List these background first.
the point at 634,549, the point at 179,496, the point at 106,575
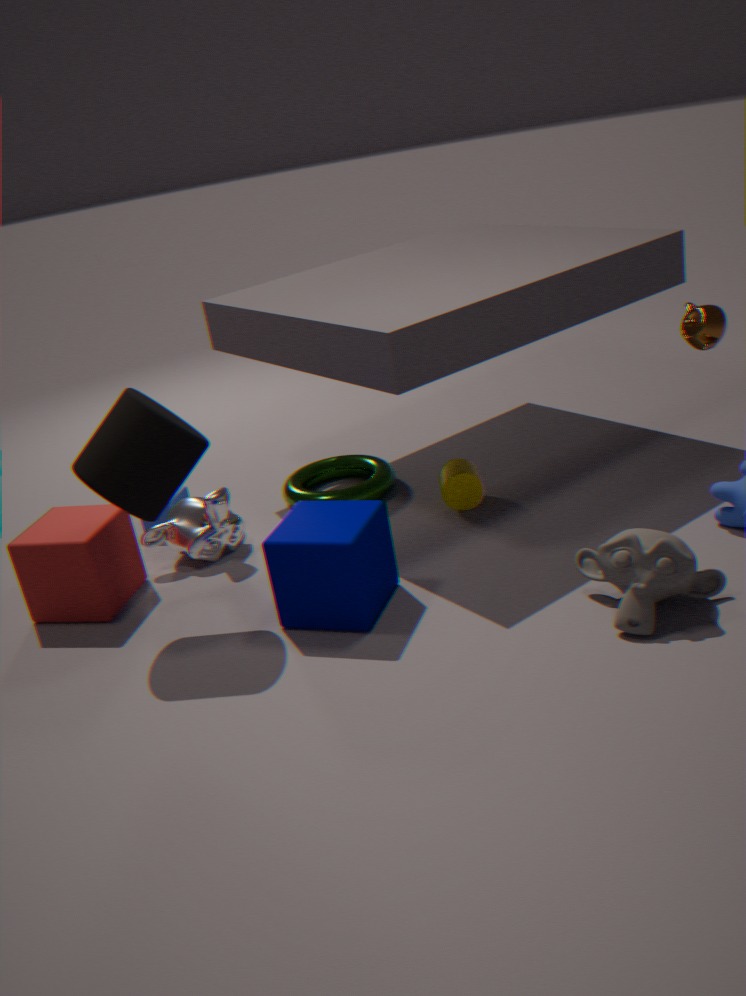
the point at 179,496
the point at 106,575
the point at 634,549
